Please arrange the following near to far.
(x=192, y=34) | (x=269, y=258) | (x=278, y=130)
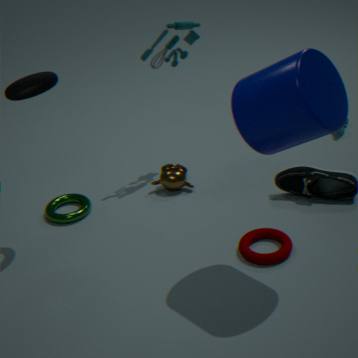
(x=278, y=130), (x=269, y=258), (x=192, y=34)
